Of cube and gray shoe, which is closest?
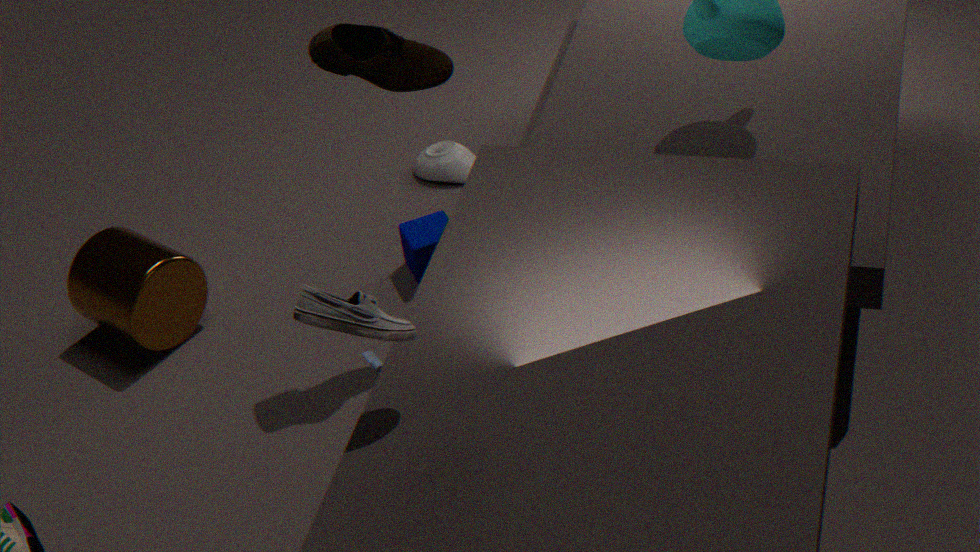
gray shoe
